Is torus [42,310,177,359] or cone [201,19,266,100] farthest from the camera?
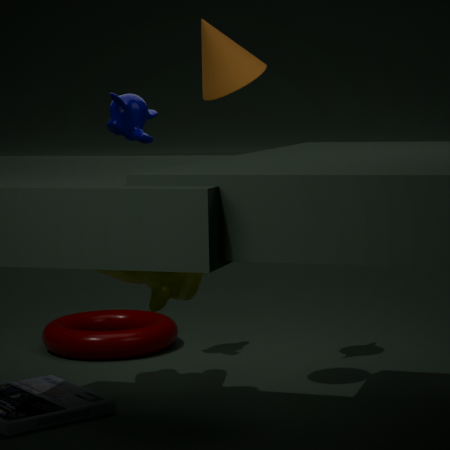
torus [42,310,177,359]
